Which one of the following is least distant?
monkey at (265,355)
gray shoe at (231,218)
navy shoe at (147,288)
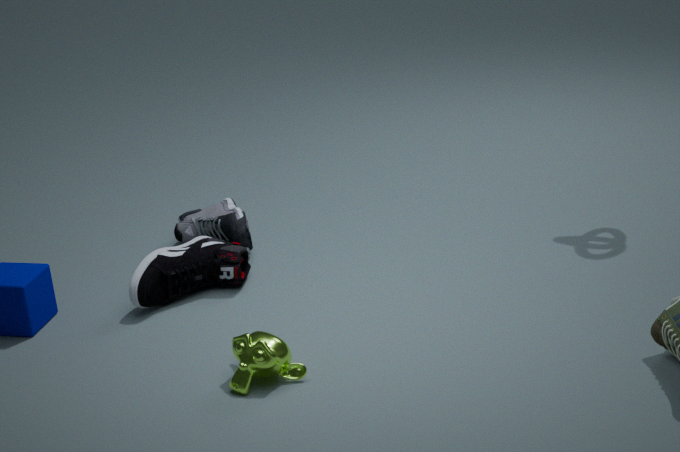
monkey at (265,355)
